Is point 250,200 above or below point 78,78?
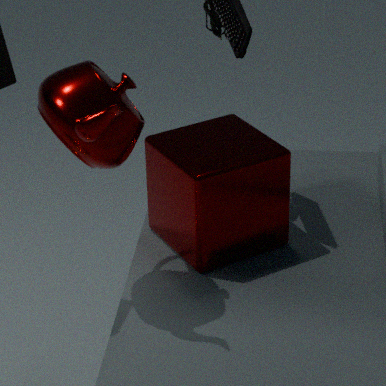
below
